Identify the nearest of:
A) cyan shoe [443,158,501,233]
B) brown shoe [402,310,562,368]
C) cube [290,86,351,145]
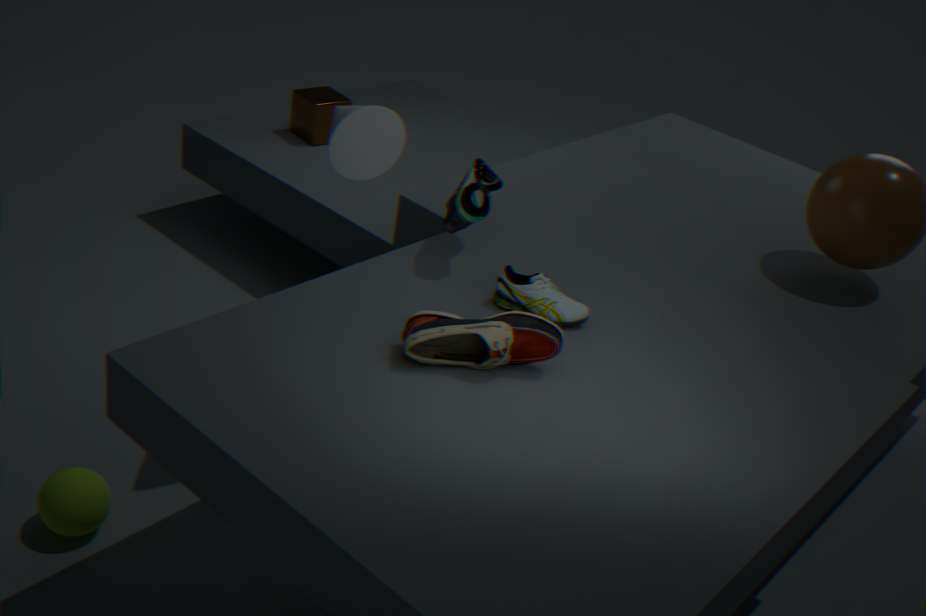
brown shoe [402,310,562,368]
